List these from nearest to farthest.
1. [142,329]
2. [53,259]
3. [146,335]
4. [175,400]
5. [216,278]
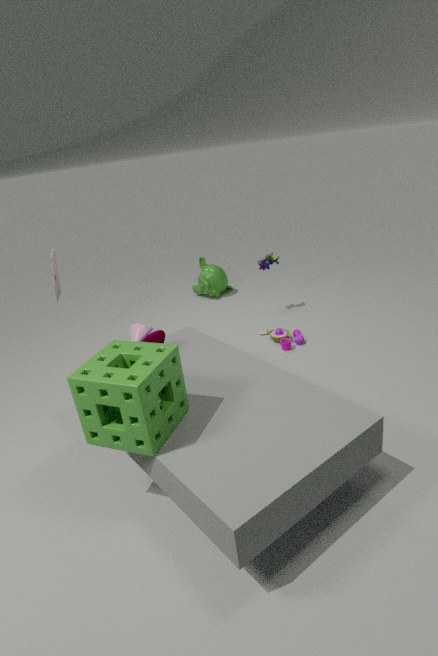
[175,400]
[146,335]
[53,259]
[142,329]
[216,278]
